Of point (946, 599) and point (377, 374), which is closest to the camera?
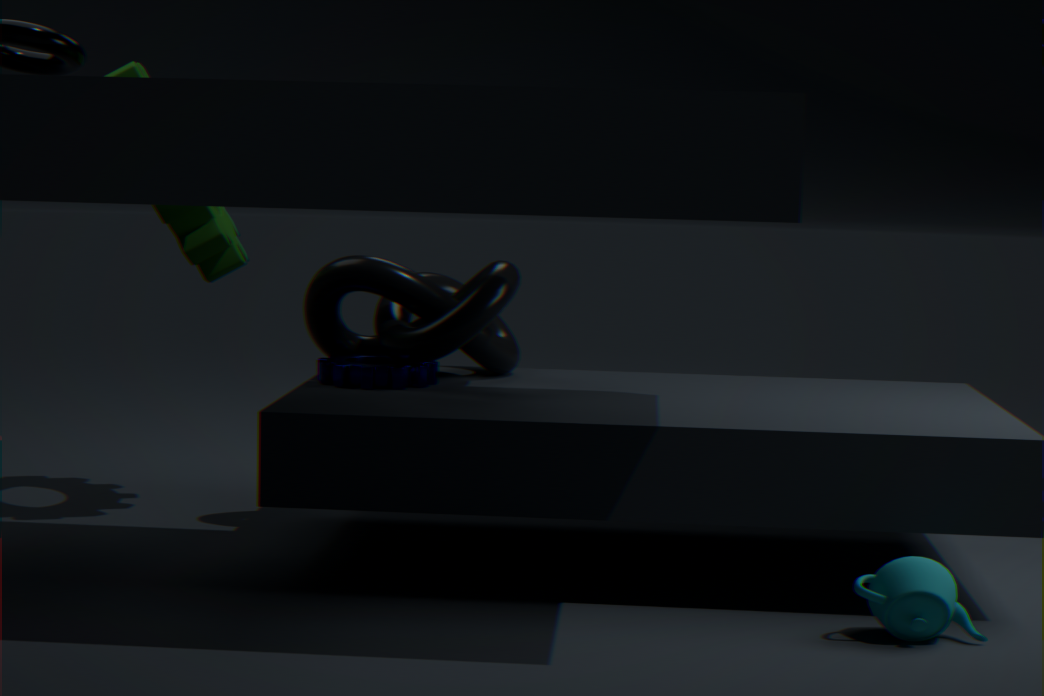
point (946, 599)
